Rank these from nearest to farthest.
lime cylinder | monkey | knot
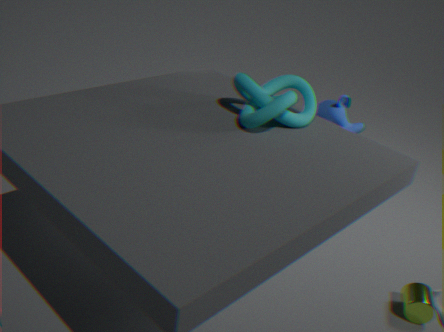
1. knot
2. lime cylinder
3. monkey
